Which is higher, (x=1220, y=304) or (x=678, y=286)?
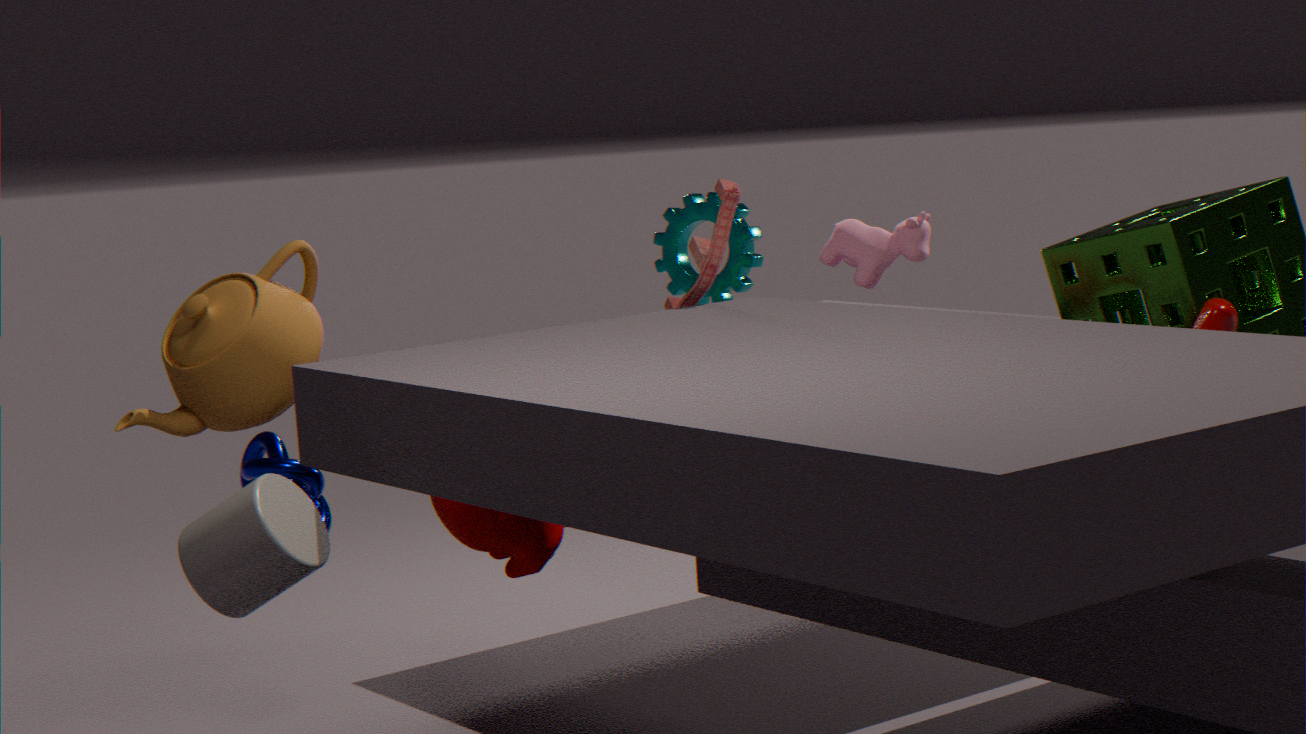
(x=678, y=286)
